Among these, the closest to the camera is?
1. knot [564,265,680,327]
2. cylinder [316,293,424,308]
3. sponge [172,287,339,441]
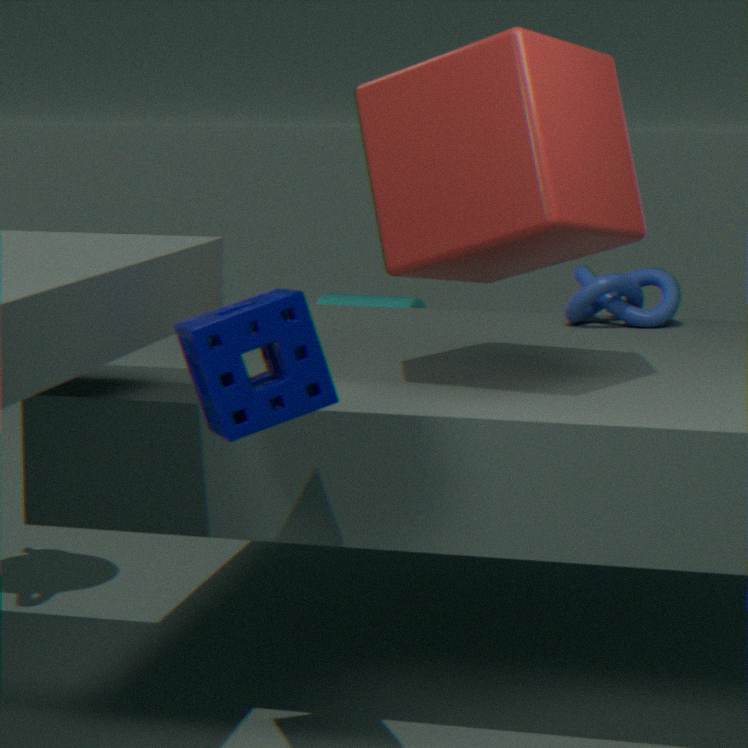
Answer: sponge [172,287,339,441]
